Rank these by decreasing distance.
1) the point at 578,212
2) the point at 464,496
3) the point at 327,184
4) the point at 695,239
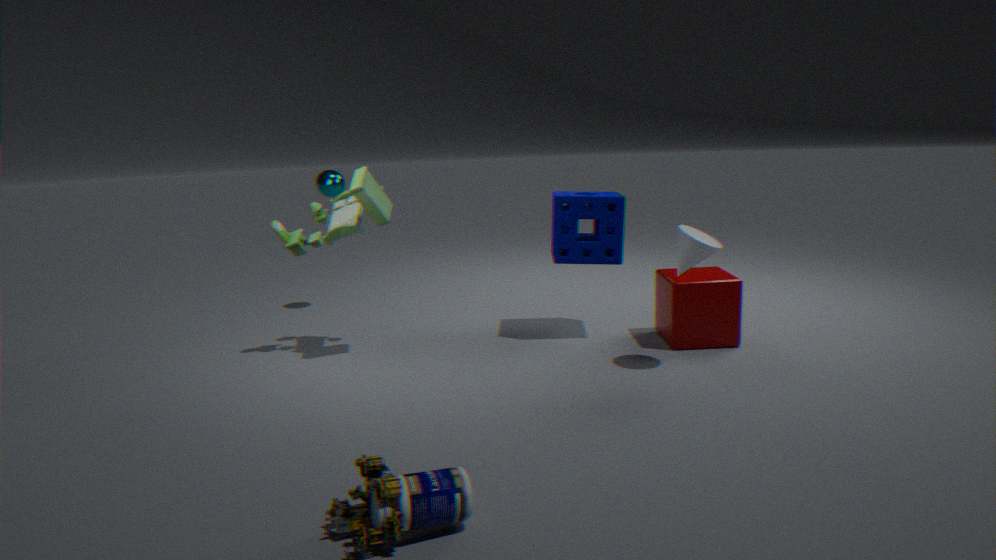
3. the point at 327,184
1. the point at 578,212
4. the point at 695,239
2. the point at 464,496
